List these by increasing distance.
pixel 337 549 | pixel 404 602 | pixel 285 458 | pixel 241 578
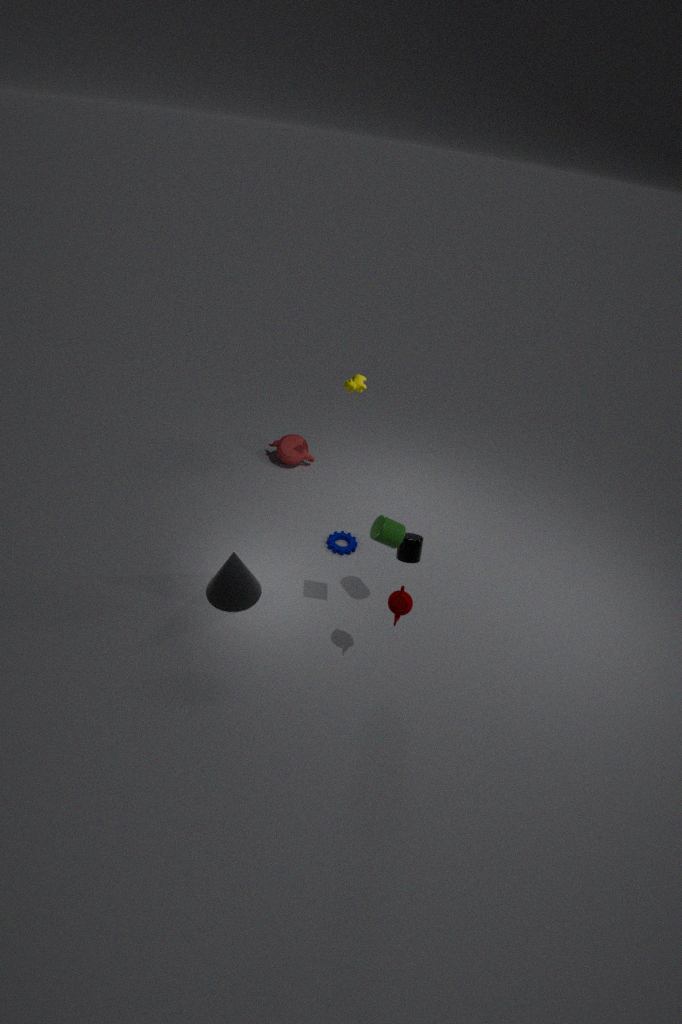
1. pixel 404 602
2. pixel 241 578
3. pixel 337 549
4. pixel 285 458
